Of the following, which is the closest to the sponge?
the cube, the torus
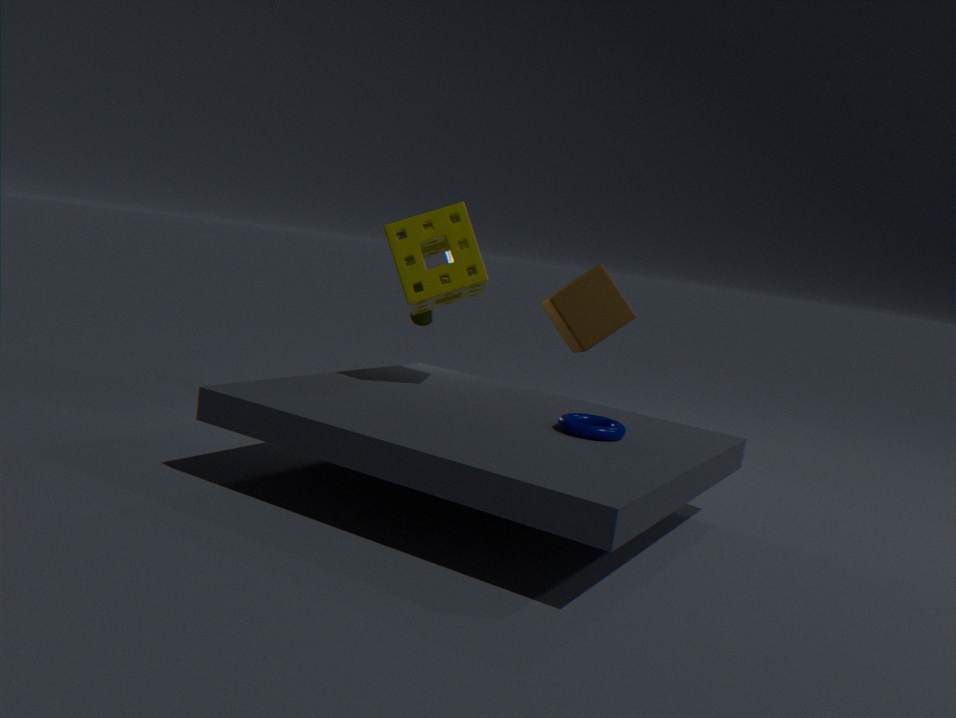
the torus
